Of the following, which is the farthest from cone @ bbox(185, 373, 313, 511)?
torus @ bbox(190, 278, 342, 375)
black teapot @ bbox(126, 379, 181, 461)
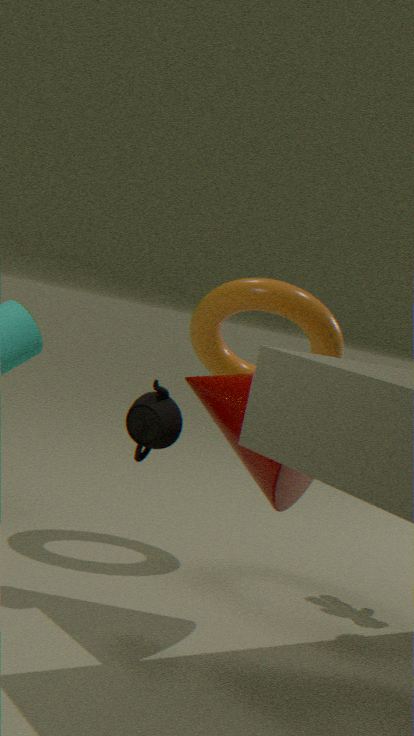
torus @ bbox(190, 278, 342, 375)
